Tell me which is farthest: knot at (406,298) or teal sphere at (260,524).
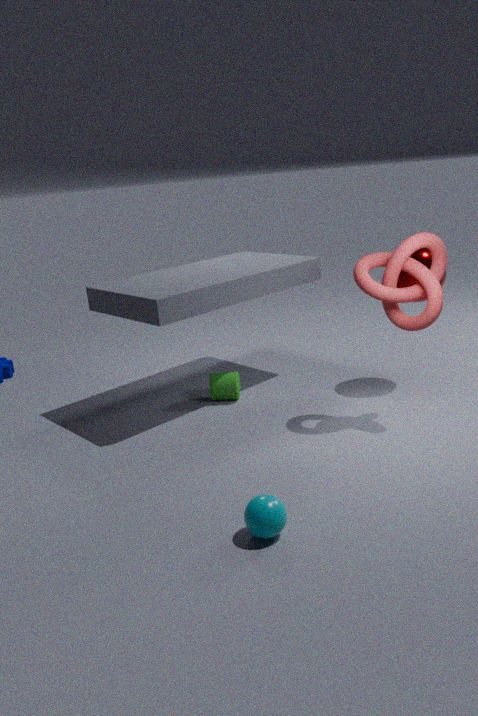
knot at (406,298)
